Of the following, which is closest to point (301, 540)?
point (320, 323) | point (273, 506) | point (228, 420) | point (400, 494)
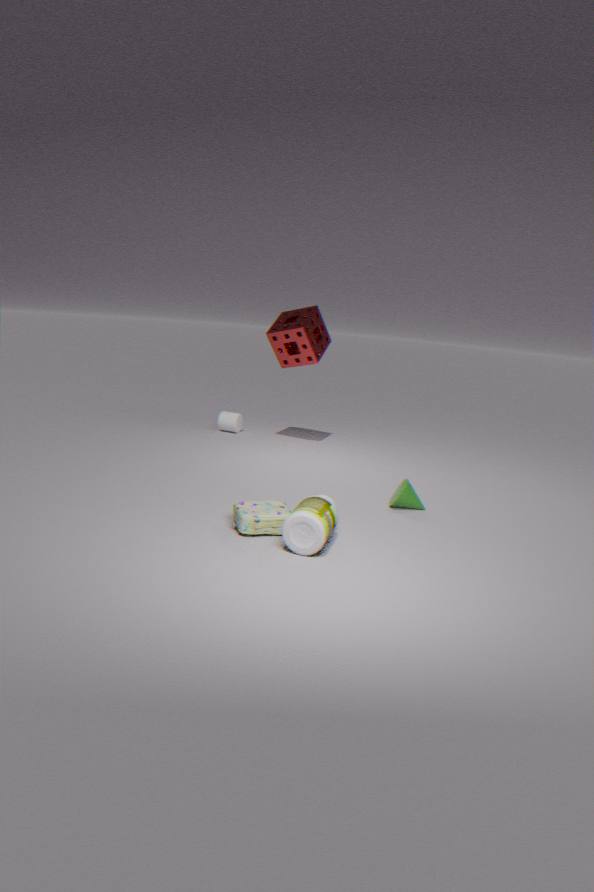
point (273, 506)
